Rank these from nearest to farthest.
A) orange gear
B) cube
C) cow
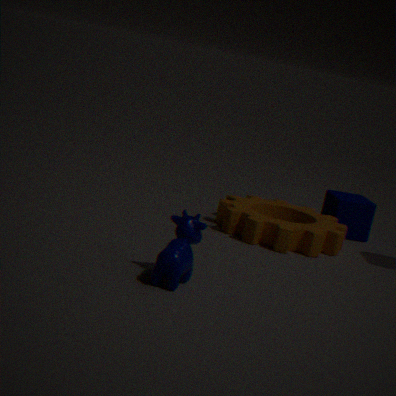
cow
orange gear
cube
